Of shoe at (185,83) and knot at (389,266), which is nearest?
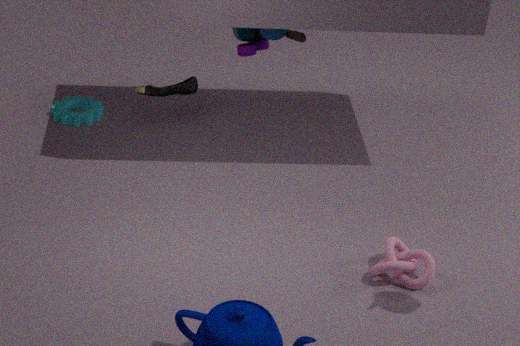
knot at (389,266)
